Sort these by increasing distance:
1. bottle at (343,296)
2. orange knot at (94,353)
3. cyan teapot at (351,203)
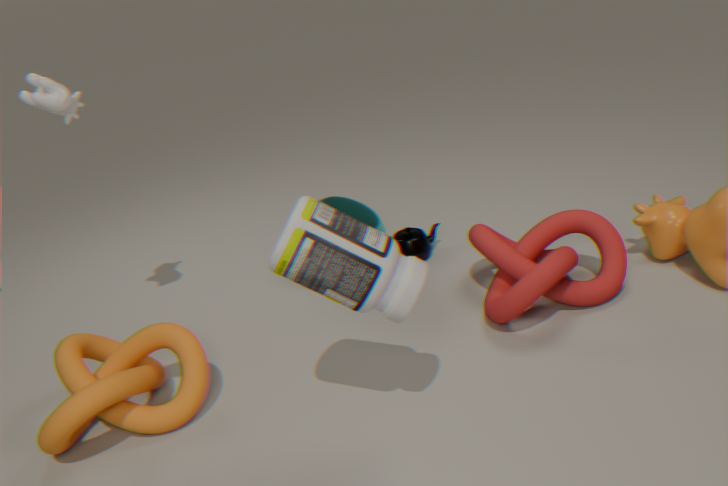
bottle at (343,296)
orange knot at (94,353)
cyan teapot at (351,203)
